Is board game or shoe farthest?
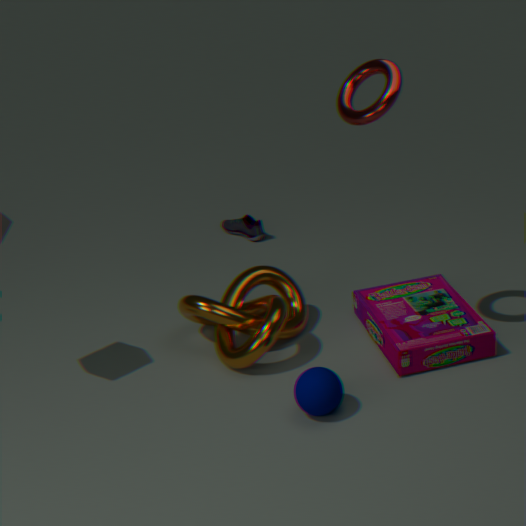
shoe
